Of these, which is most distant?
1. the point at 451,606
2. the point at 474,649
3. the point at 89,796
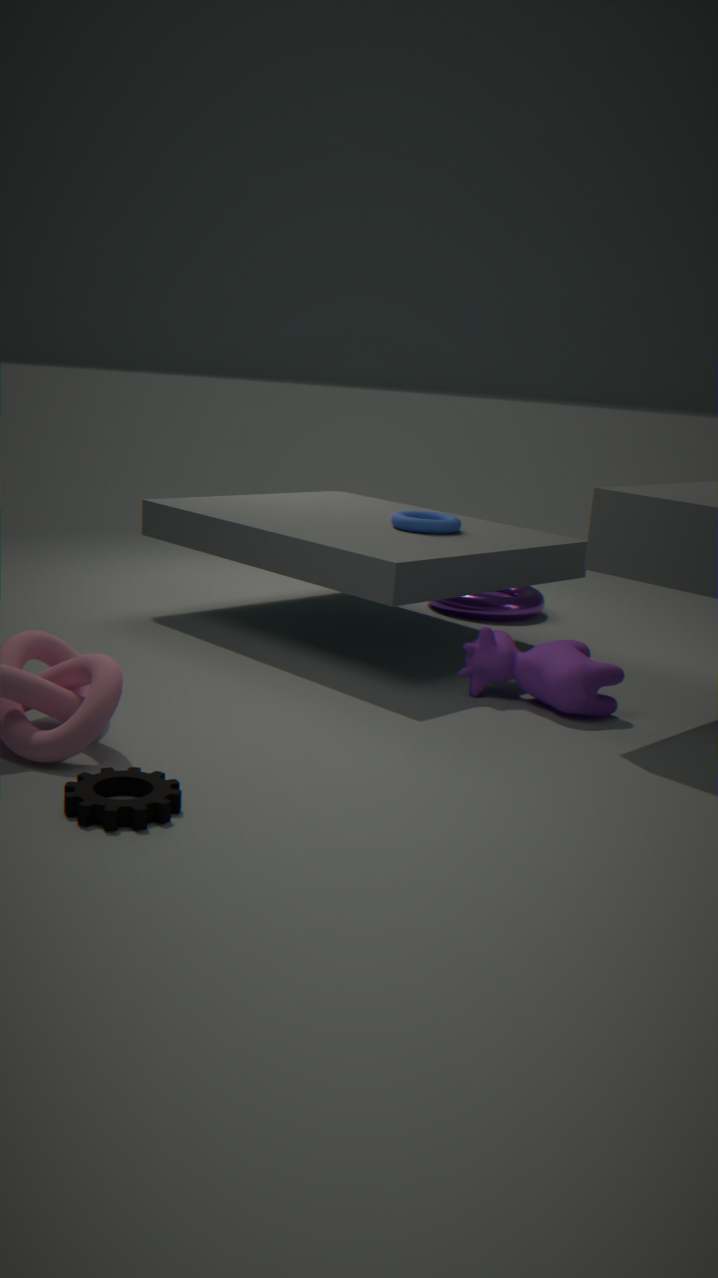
the point at 451,606
